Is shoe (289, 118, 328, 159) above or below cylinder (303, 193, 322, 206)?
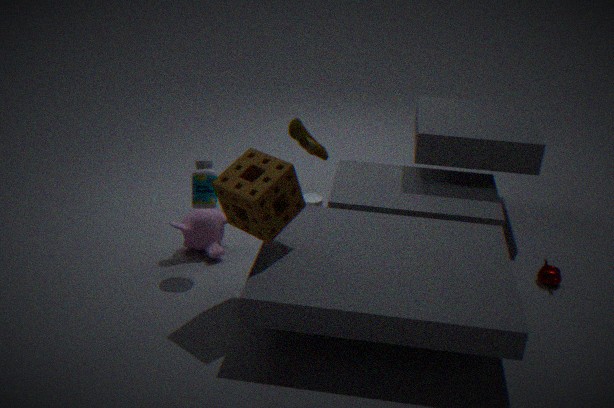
above
